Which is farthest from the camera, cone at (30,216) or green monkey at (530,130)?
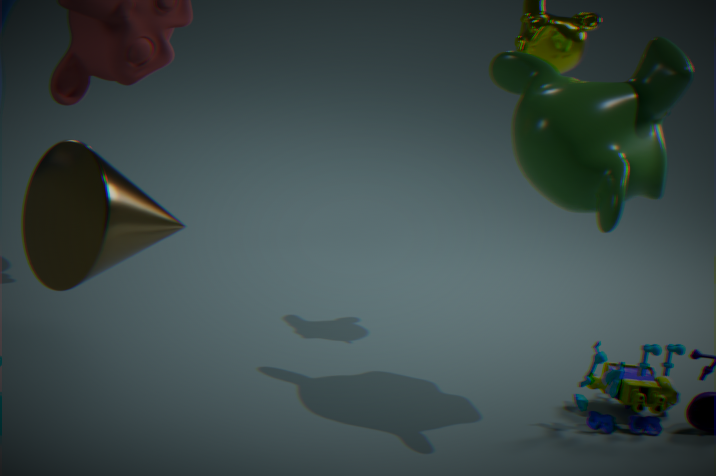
green monkey at (530,130)
